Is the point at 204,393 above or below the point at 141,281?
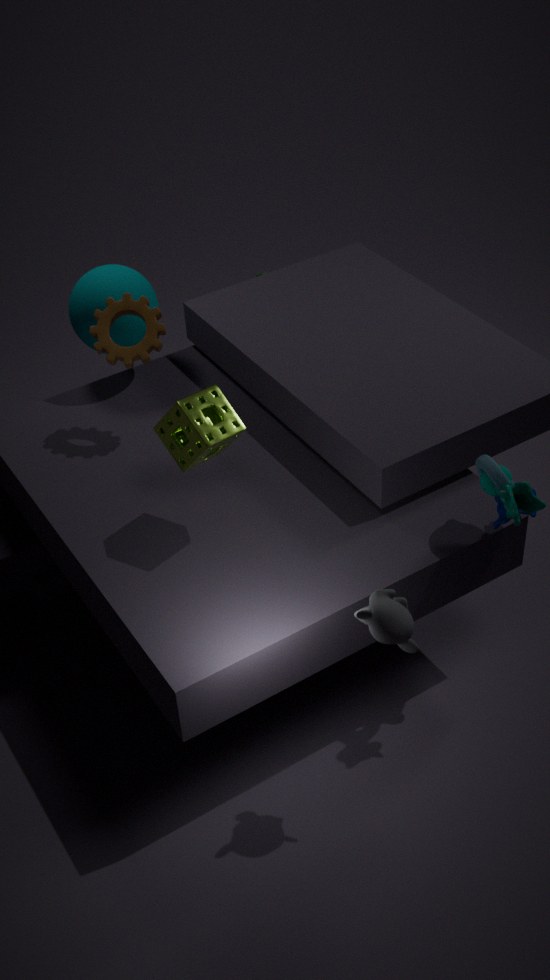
above
